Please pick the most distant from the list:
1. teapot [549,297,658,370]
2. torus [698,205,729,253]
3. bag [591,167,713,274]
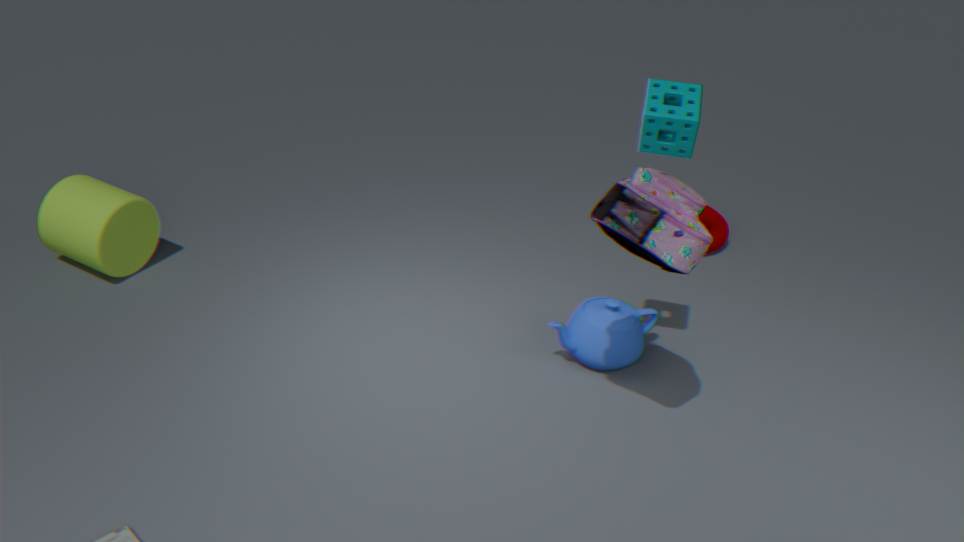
torus [698,205,729,253]
